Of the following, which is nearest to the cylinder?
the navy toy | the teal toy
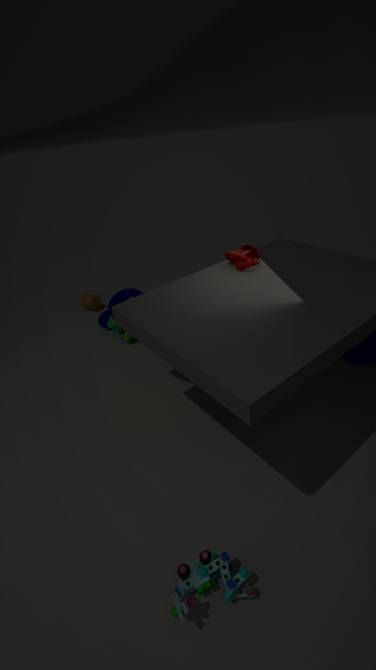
the navy toy
